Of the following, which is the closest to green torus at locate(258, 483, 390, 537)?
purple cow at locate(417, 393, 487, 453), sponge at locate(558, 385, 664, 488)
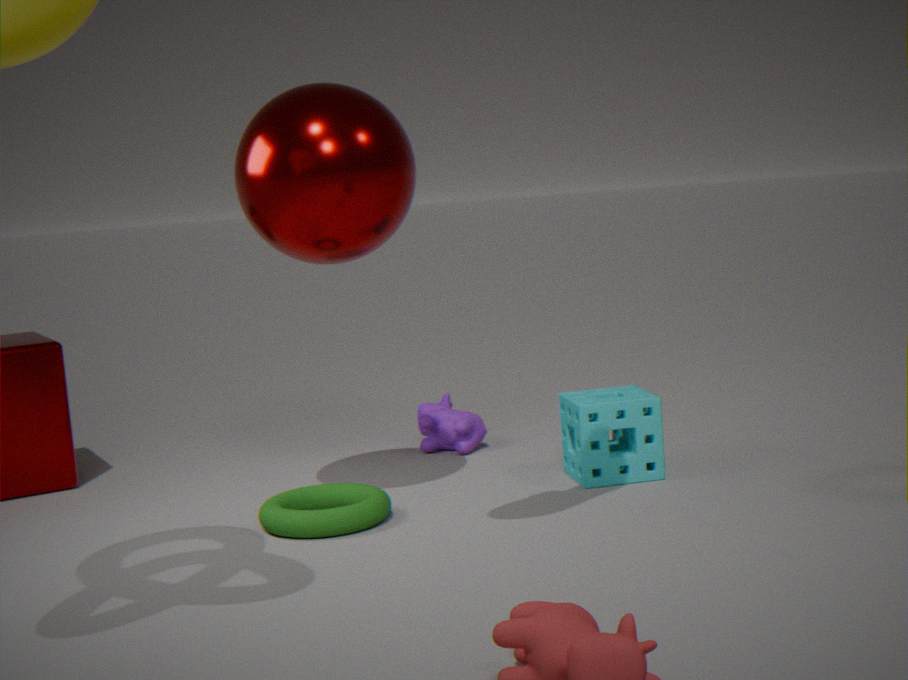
sponge at locate(558, 385, 664, 488)
